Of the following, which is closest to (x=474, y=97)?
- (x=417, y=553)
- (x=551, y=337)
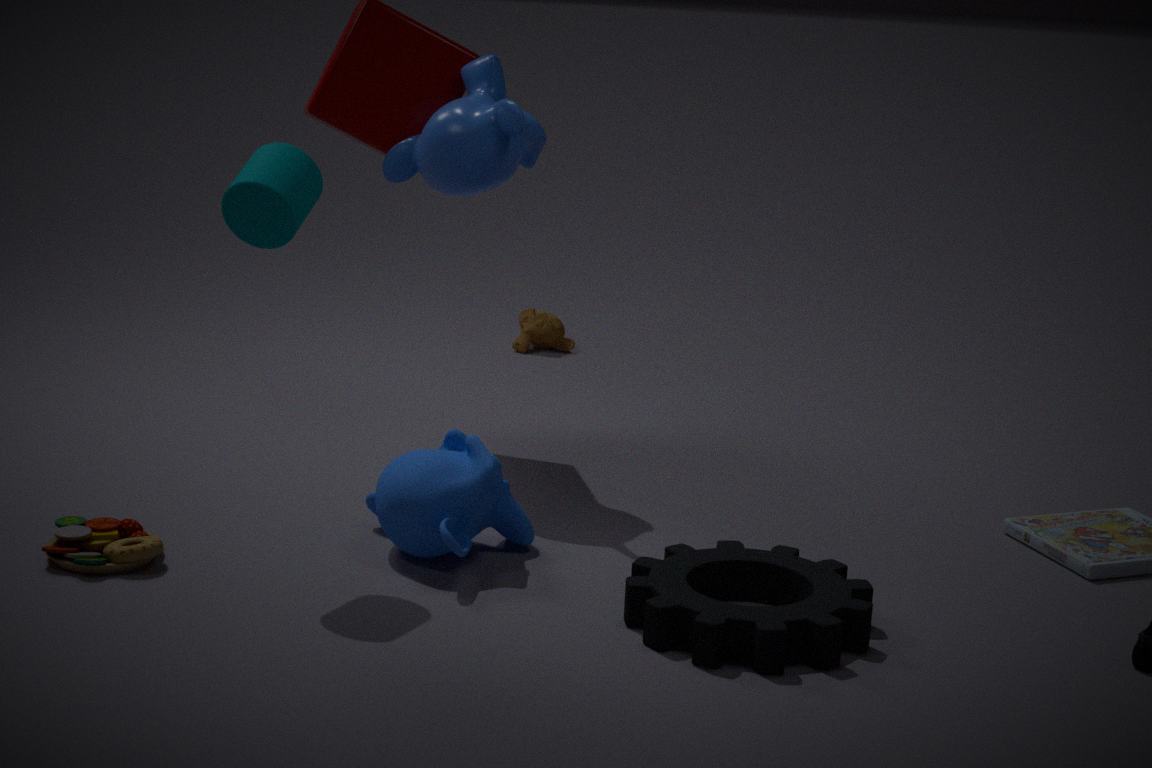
(x=417, y=553)
